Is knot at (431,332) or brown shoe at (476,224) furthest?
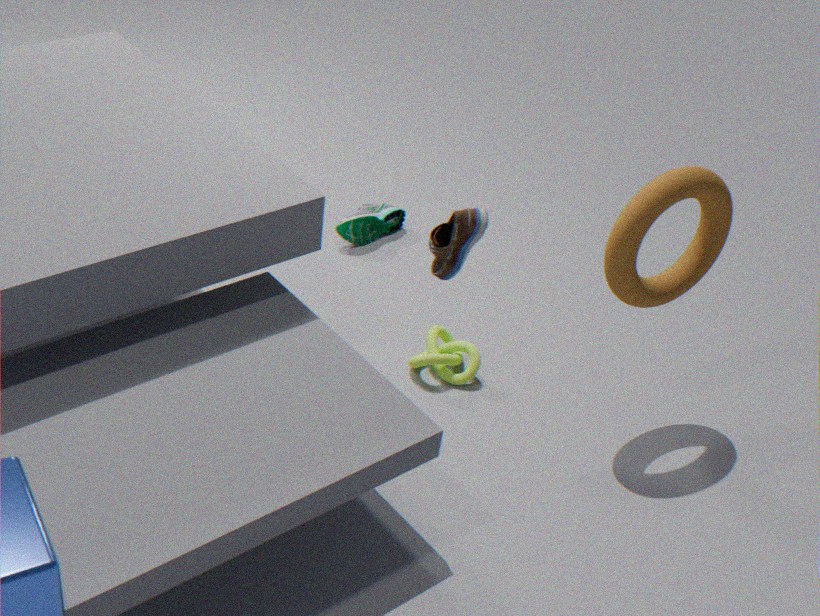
knot at (431,332)
